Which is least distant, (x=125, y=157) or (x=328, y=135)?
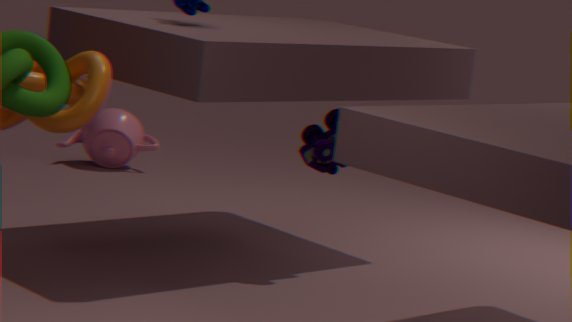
(x=328, y=135)
